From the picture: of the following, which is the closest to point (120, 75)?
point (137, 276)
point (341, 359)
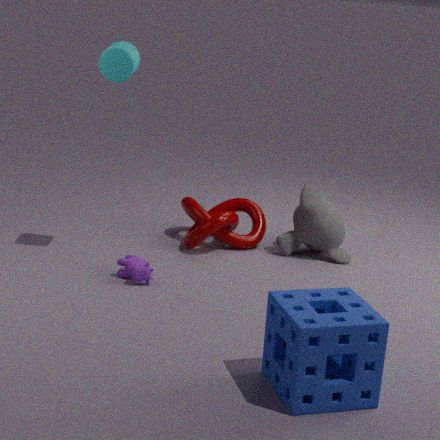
point (137, 276)
